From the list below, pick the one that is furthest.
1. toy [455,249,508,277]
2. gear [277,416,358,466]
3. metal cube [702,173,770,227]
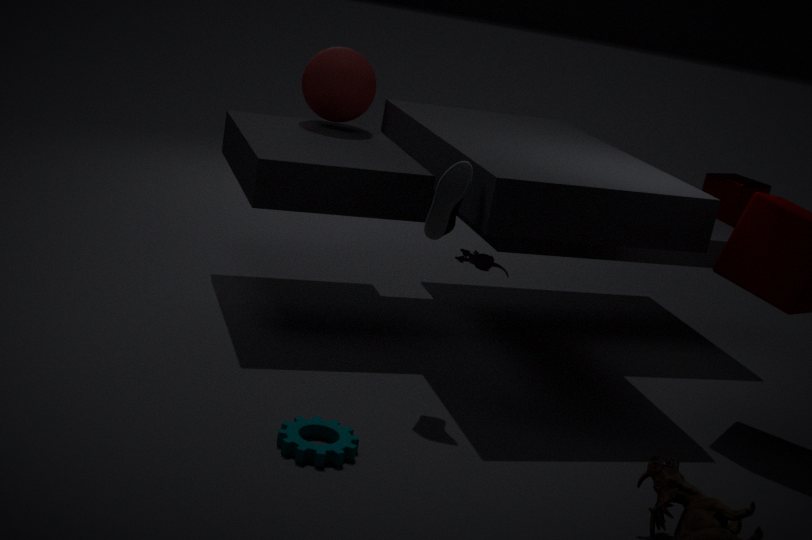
metal cube [702,173,770,227]
